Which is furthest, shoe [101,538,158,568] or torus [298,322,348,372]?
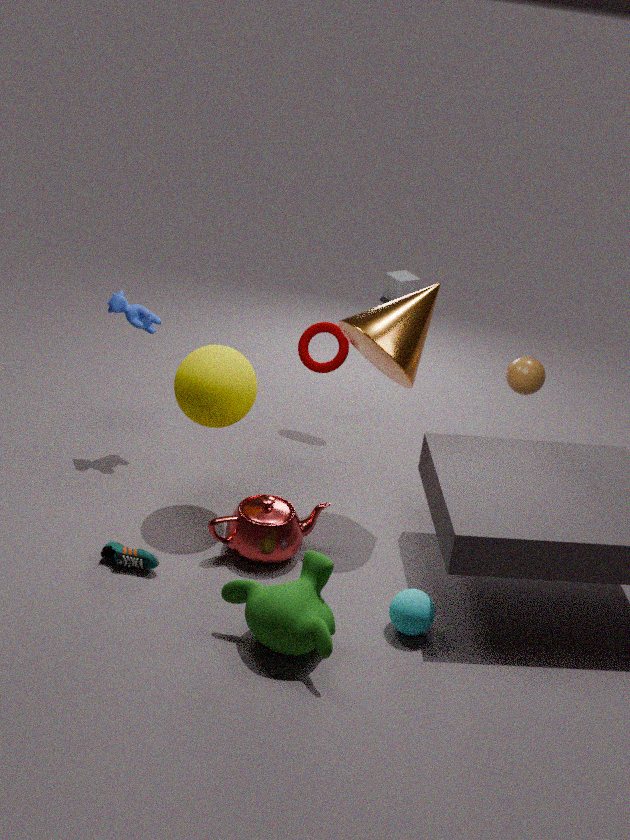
torus [298,322,348,372]
